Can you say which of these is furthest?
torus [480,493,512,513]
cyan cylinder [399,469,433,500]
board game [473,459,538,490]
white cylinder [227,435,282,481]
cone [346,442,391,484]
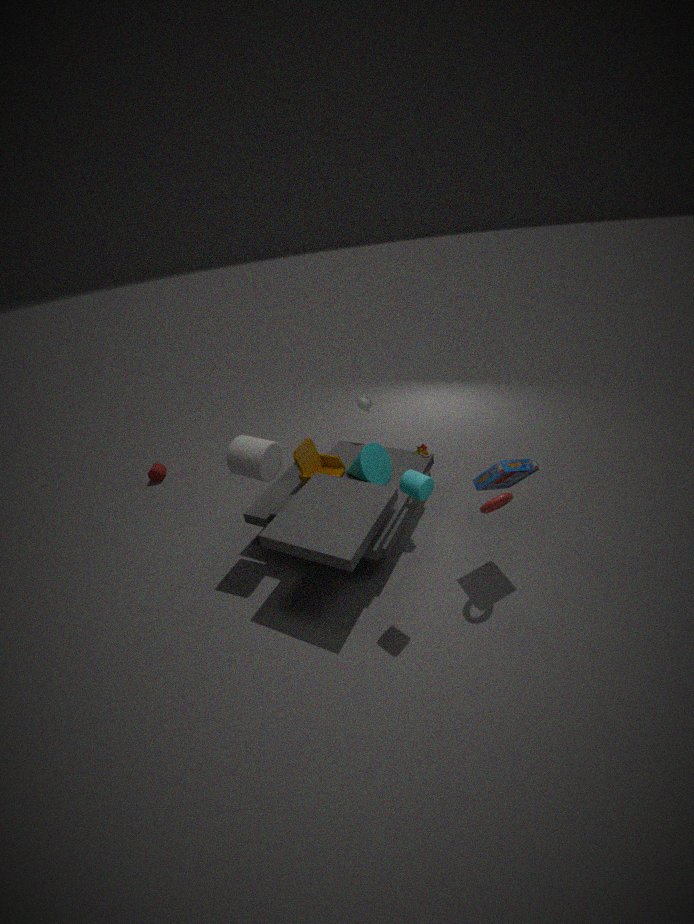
cone [346,442,391,484]
